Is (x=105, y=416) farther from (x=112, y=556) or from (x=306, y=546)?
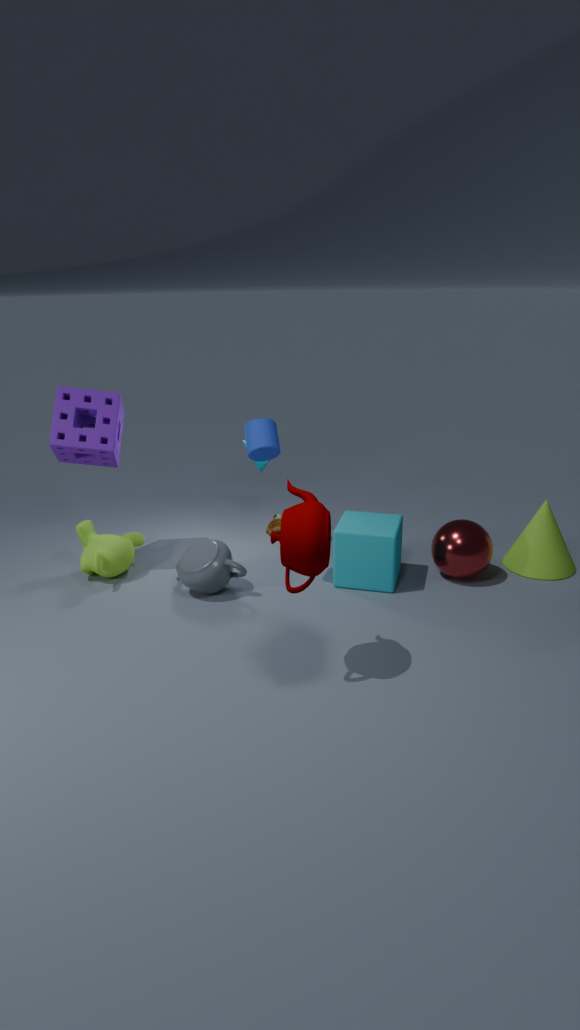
(x=306, y=546)
